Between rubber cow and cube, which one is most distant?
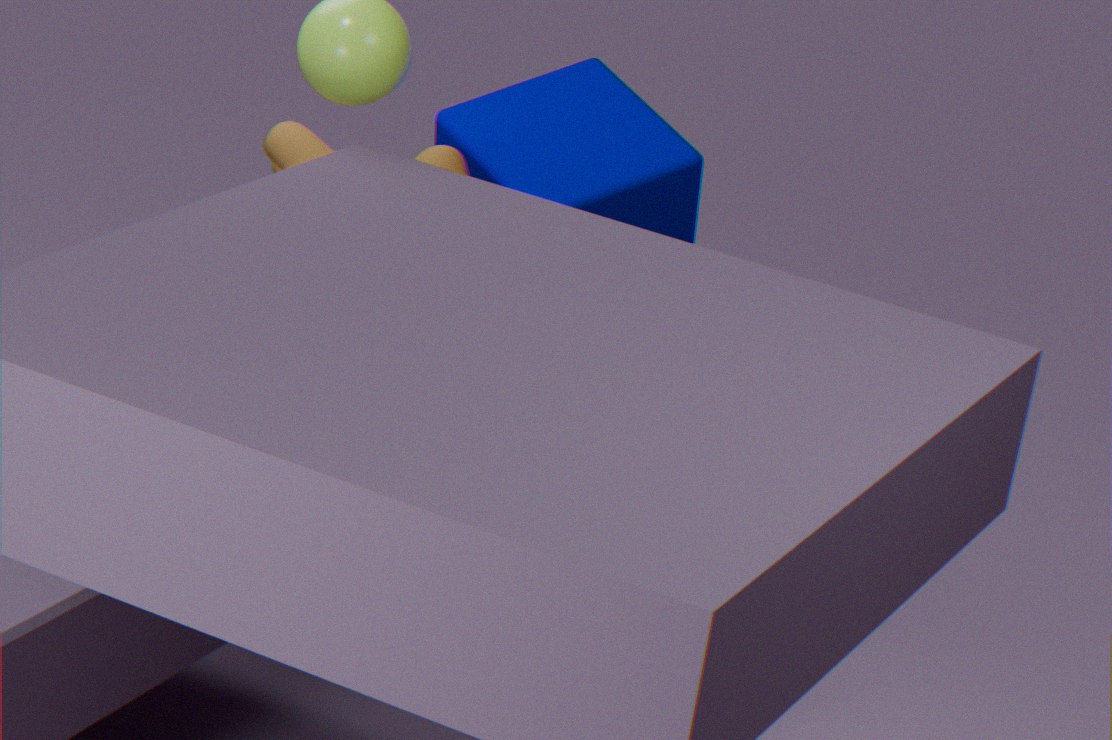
Result: cube
